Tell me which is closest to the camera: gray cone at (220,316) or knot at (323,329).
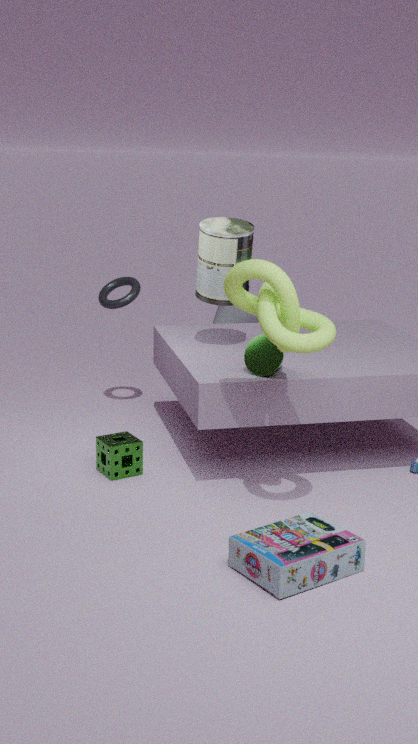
knot at (323,329)
